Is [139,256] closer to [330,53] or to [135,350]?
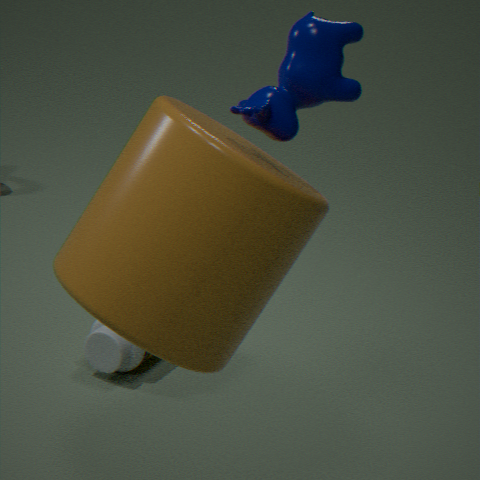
[330,53]
